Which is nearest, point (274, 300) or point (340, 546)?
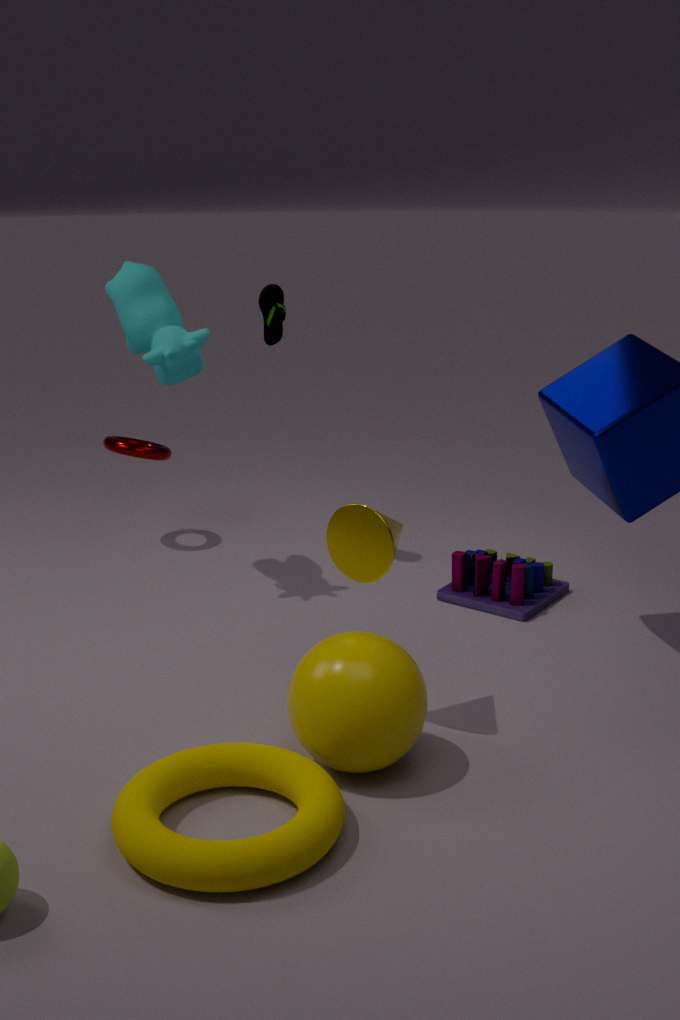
point (340, 546)
